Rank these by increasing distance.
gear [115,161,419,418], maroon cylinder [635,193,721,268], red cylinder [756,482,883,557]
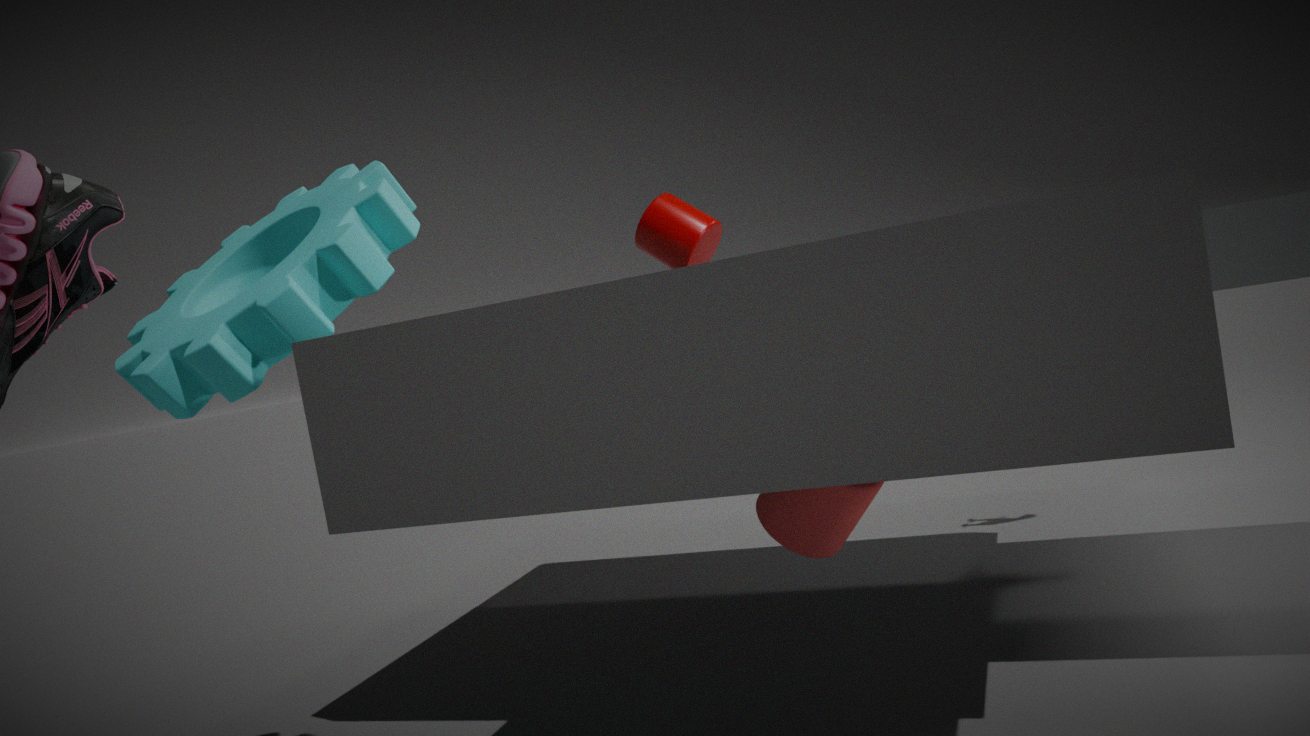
gear [115,161,419,418] → red cylinder [756,482,883,557] → maroon cylinder [635,193,721,268]
